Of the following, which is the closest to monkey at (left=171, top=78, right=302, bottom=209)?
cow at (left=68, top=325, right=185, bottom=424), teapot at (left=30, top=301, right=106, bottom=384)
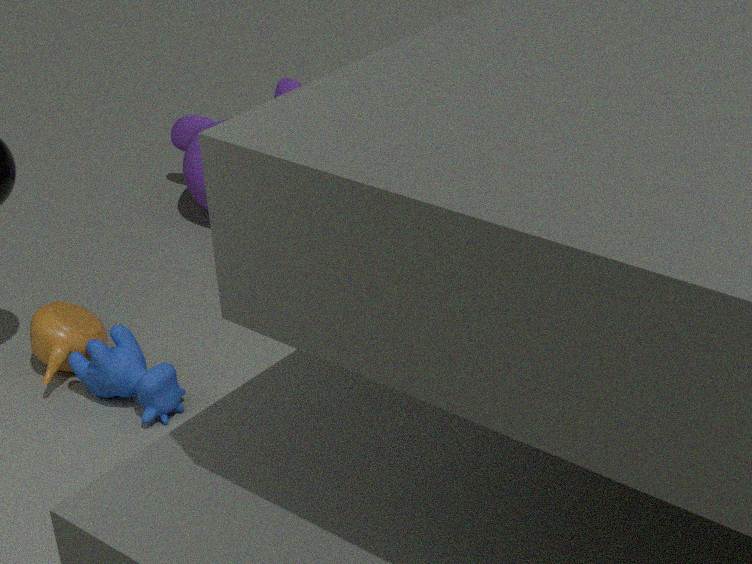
teapot at (left=30, top=301, right=106, bottom=384)
